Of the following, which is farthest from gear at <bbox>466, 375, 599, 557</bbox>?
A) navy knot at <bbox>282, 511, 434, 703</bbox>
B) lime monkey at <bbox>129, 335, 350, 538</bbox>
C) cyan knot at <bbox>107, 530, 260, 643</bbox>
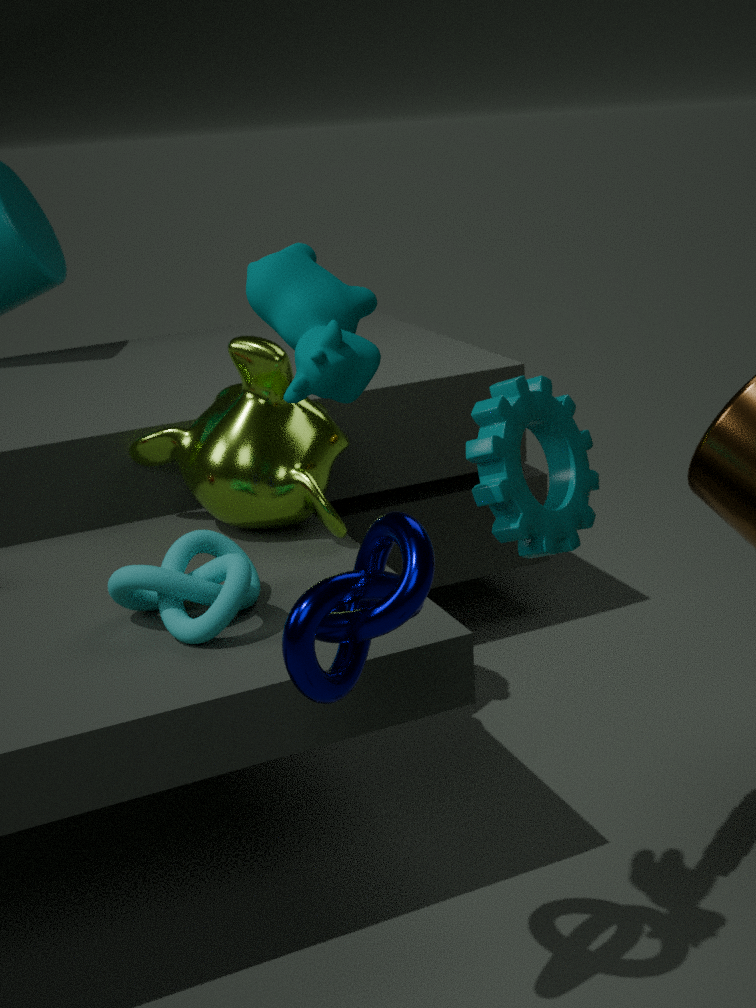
lime monkey at <bbox>129, 335, 350, 538</bbox>
